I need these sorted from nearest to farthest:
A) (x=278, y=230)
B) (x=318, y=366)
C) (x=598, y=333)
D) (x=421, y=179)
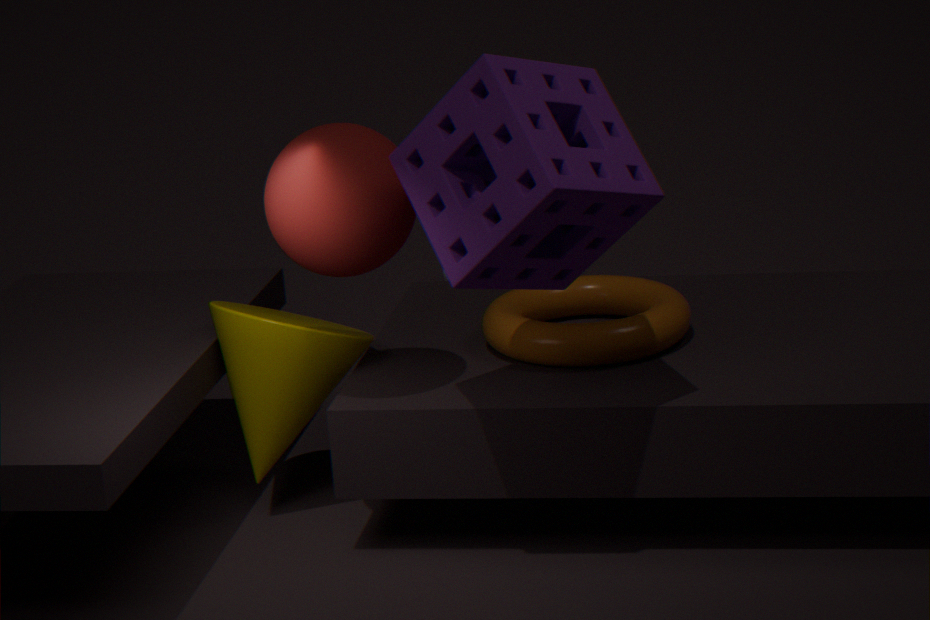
(x=421, y=179) < (x=278, y=230) < (x=598, y=333) < (x=318, y=366)
